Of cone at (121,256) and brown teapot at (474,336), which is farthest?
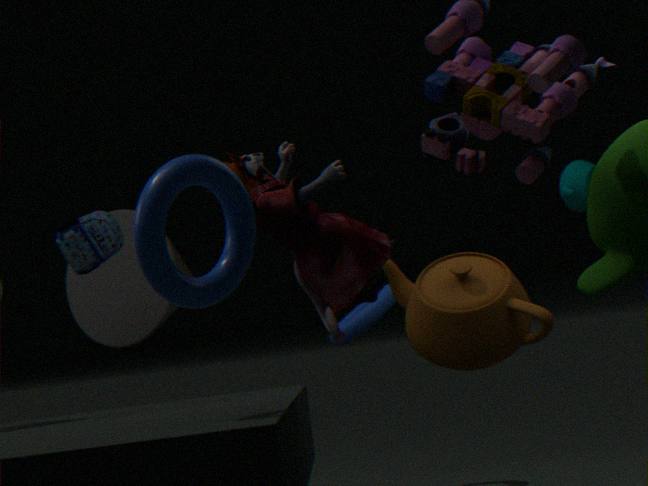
cone at (121,256)
